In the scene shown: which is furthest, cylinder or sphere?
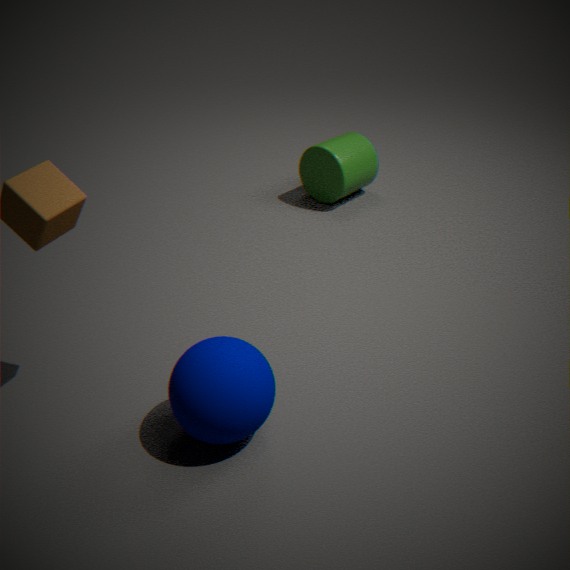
cylinder
